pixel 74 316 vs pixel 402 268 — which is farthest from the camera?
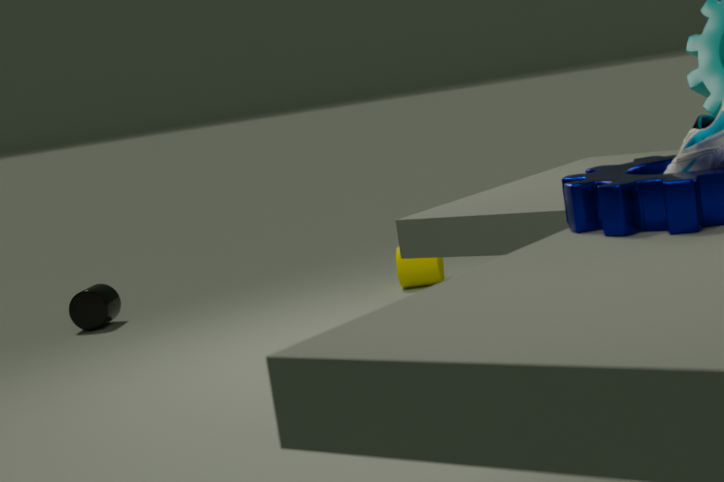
pixel 74 316
